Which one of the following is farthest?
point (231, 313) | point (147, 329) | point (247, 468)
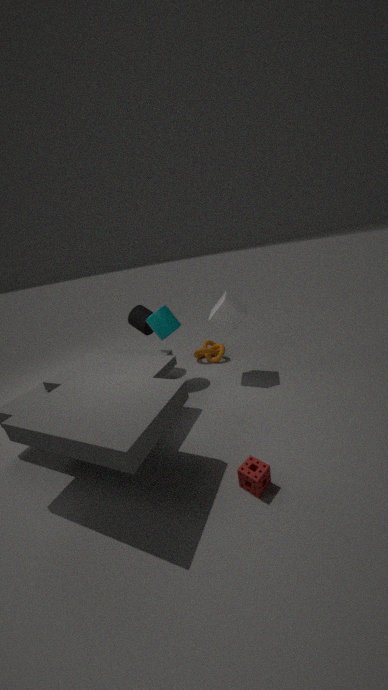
point (147, 329)
